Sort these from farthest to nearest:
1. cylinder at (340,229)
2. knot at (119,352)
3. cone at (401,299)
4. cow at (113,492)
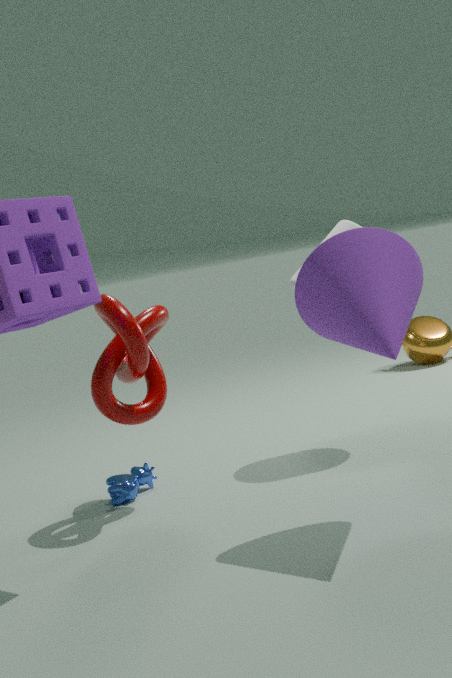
cow at (113,492) < cylinder at (340,229) < knot at (119,352) < cone at (401,299)
